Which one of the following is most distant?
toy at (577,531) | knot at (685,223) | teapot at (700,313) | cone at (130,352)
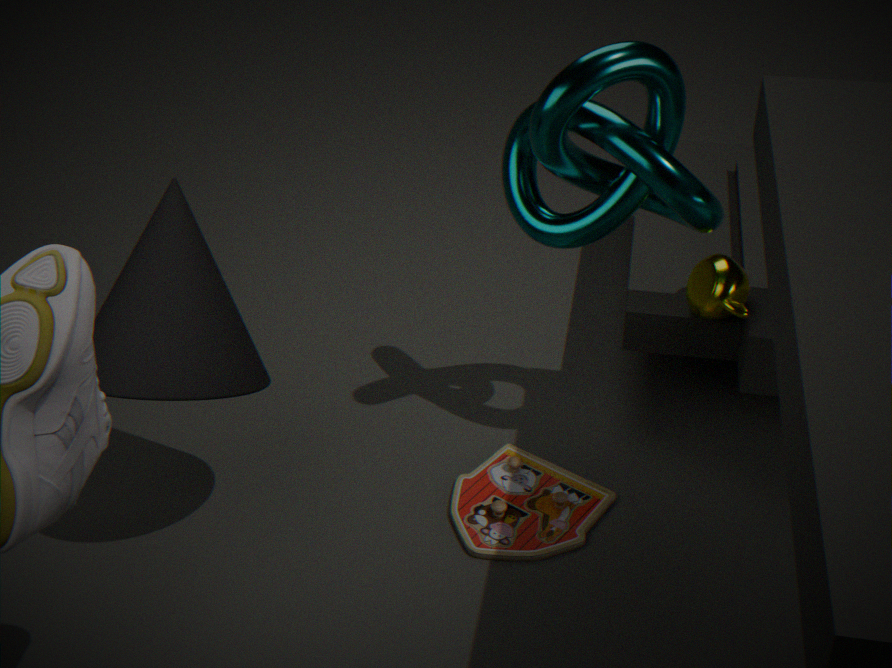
teapot at (700,313)
